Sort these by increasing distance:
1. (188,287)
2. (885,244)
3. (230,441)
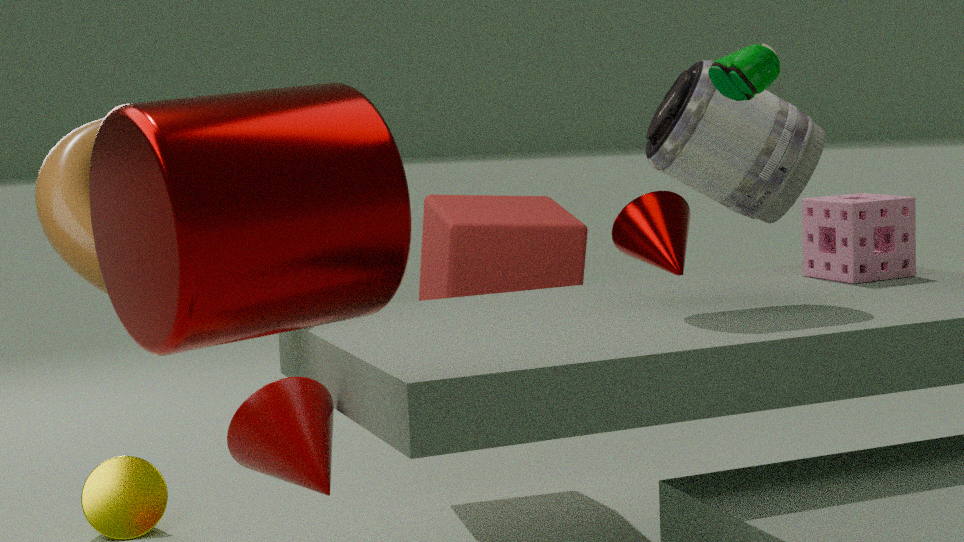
(188,287)
(230,441)
(885,244)
